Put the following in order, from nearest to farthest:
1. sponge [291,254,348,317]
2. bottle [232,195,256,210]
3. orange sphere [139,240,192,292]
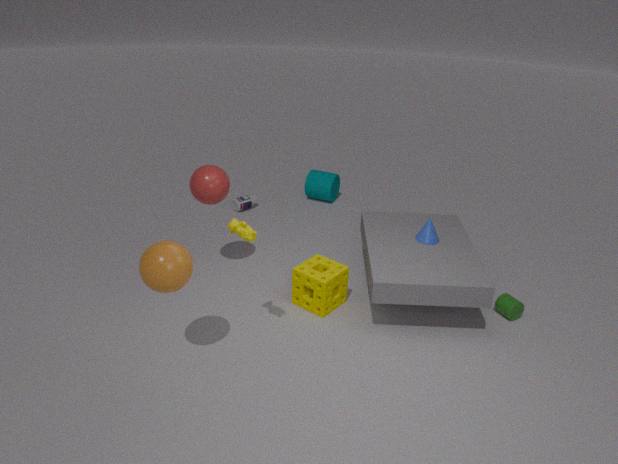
orange sphere [139,240,192,292]
sponge [291,254,348,317]
bottle [232,195,256,210]
